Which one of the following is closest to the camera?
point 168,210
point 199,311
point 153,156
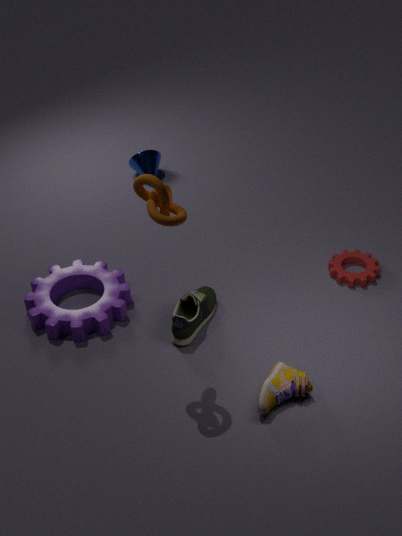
point 168,210
